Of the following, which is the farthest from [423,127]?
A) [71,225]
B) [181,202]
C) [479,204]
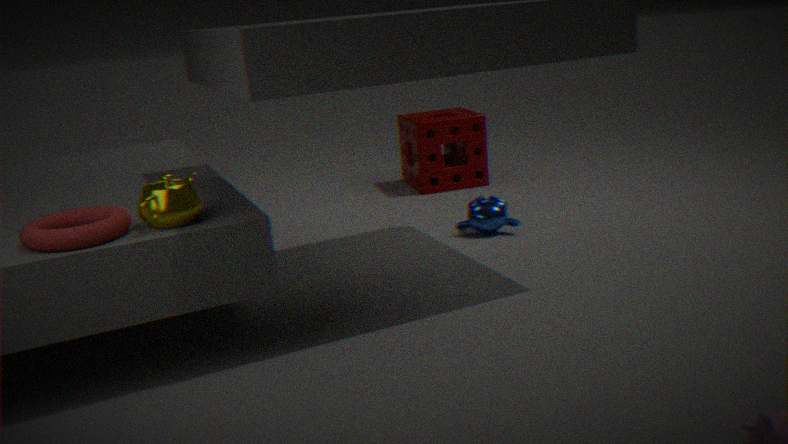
[71,225]
